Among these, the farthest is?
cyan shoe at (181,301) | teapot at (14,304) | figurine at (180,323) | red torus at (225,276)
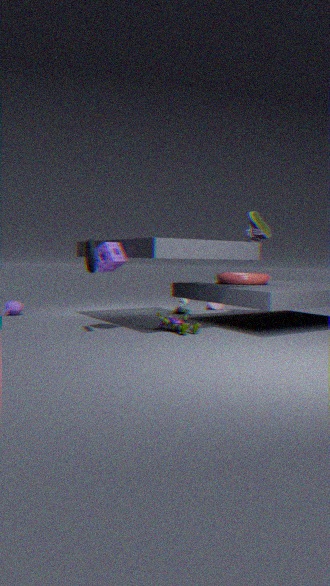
cyan shoe at (181,301)
